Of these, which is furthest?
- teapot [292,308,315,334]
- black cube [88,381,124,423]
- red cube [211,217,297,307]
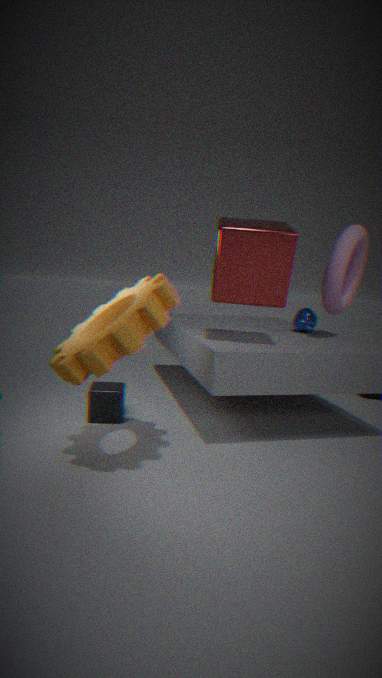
teapot [292,308,315,334]
